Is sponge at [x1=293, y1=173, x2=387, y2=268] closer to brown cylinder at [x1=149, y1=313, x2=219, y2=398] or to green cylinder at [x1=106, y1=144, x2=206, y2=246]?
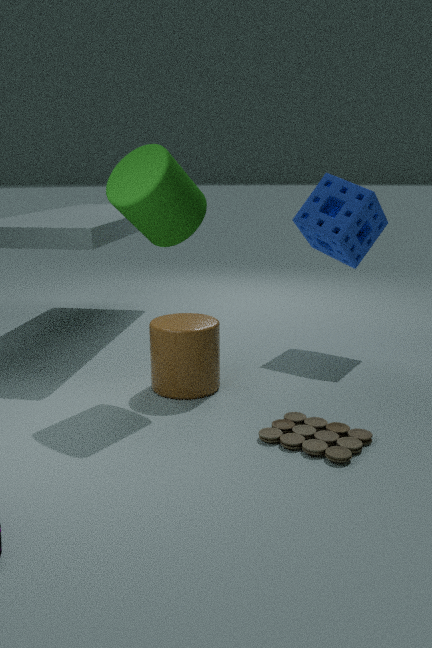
green cylinder at [x1=106, y1=144, x2=206, y2=246]
